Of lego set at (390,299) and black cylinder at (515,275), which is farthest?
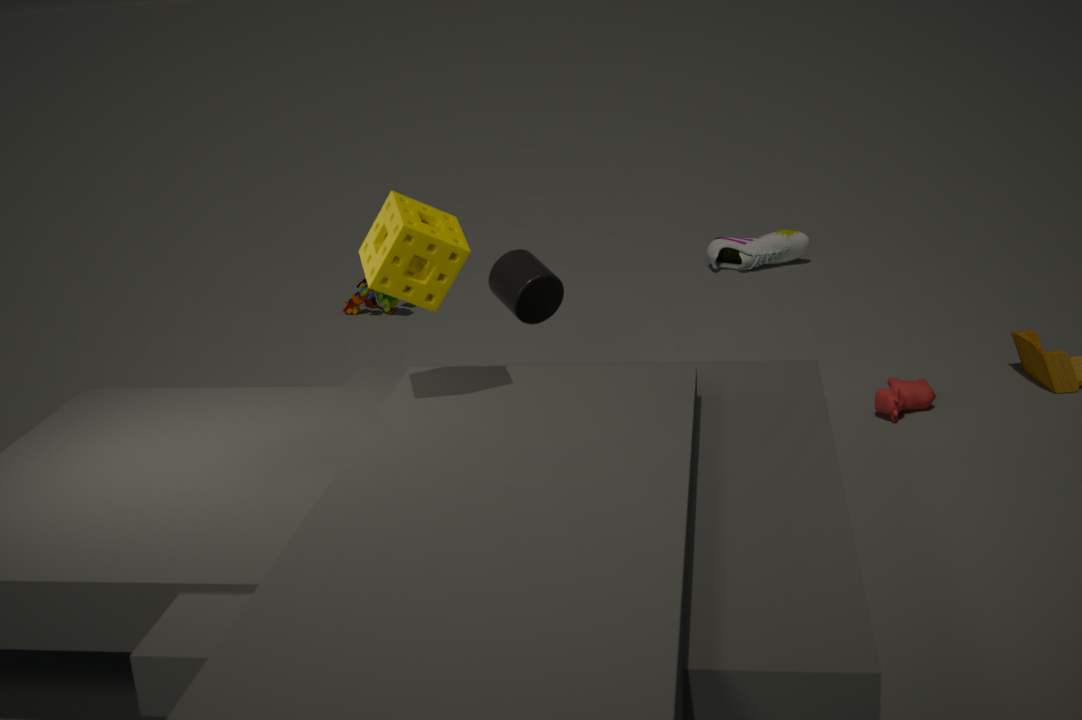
lego set at (390,299)
